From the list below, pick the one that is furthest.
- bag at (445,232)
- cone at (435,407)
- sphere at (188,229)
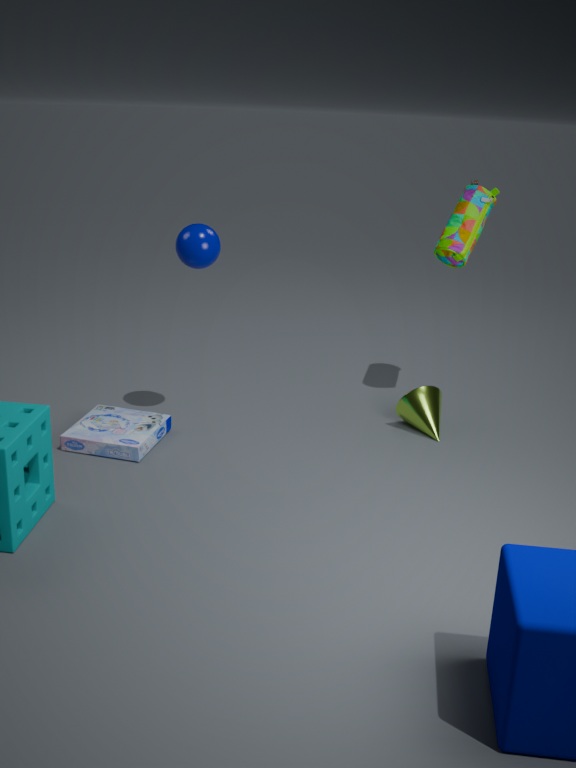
bag at (445,232)
